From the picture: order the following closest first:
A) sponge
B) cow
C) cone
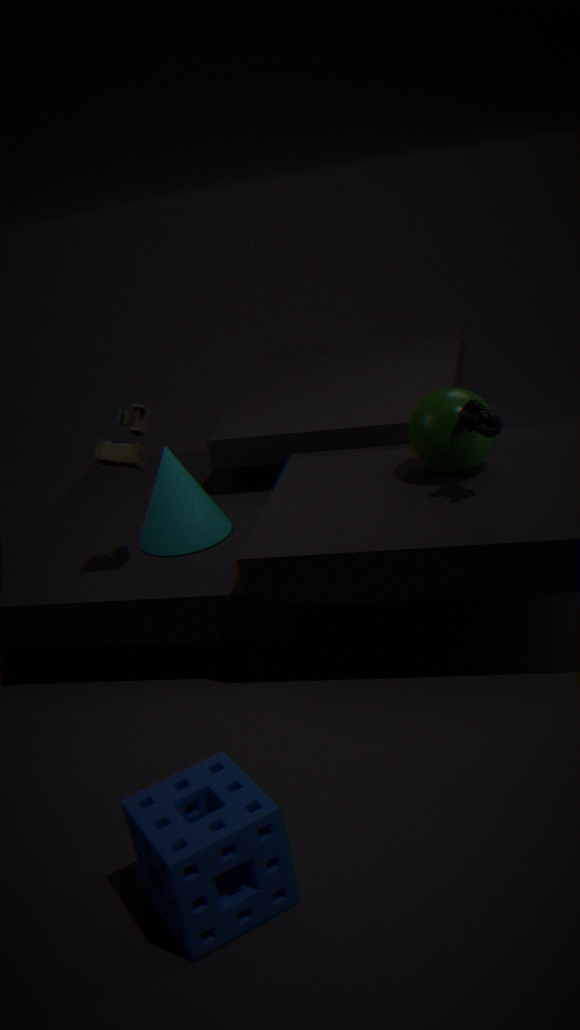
sponge
cow
cone
